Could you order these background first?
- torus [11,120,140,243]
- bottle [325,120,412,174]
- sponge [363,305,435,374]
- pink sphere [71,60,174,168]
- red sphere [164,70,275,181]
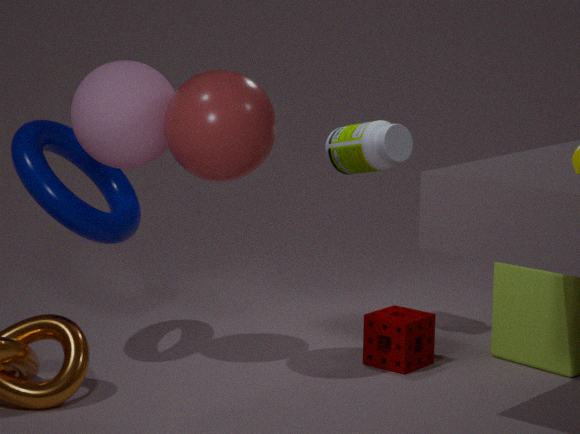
bottle [325,120,412,174] < sponge [363,305,435,374] < torus [11,120,140,243] < pink sphere [71,60,174,168] < red sphere [164,70,275,181]
